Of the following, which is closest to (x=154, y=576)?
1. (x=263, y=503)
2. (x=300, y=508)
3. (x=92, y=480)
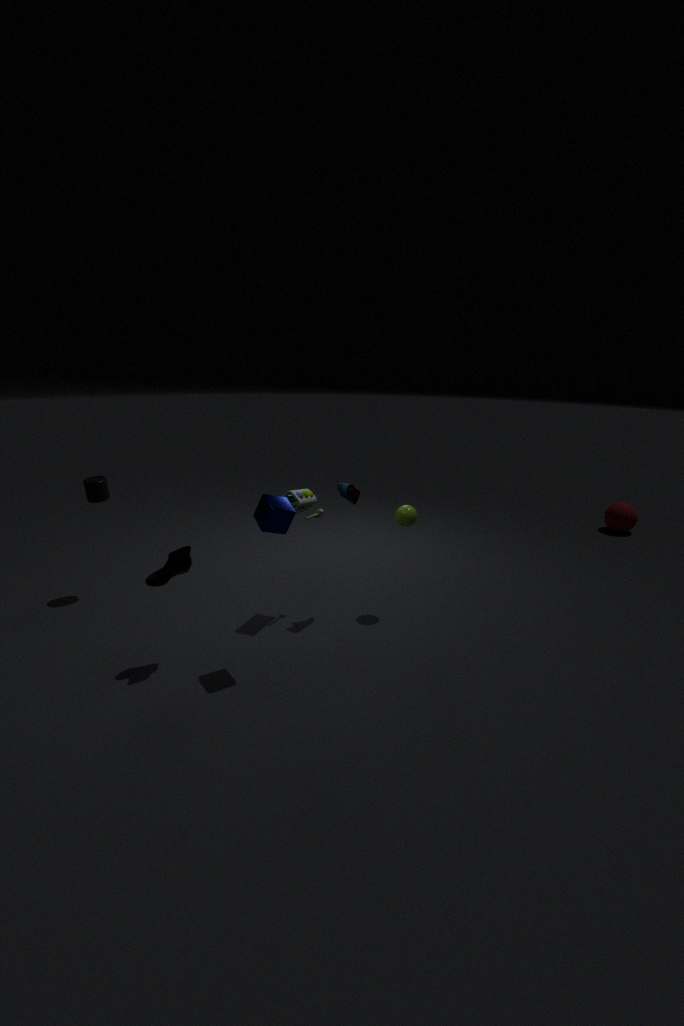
(x=263, y=503)
